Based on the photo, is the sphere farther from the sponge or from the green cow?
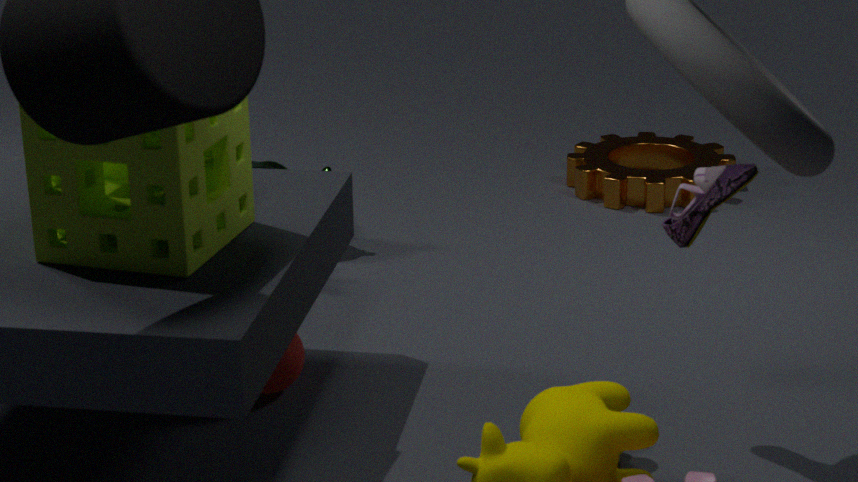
the green cow
